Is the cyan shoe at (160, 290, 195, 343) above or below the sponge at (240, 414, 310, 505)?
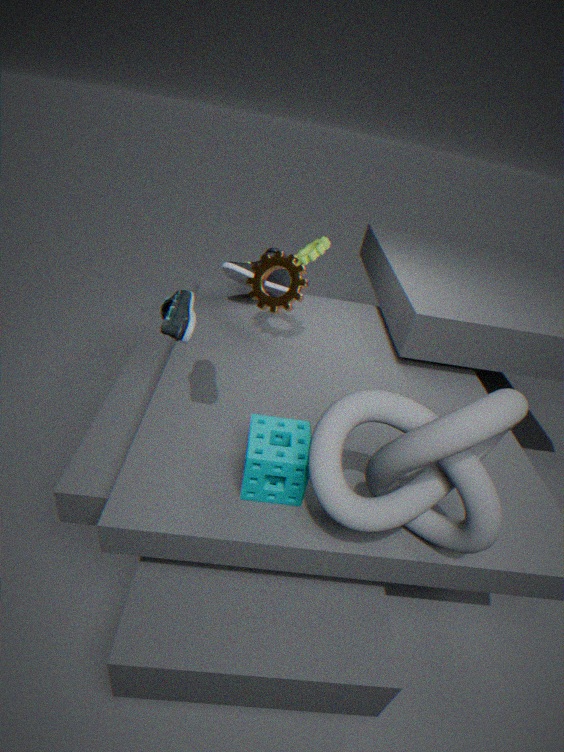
above
